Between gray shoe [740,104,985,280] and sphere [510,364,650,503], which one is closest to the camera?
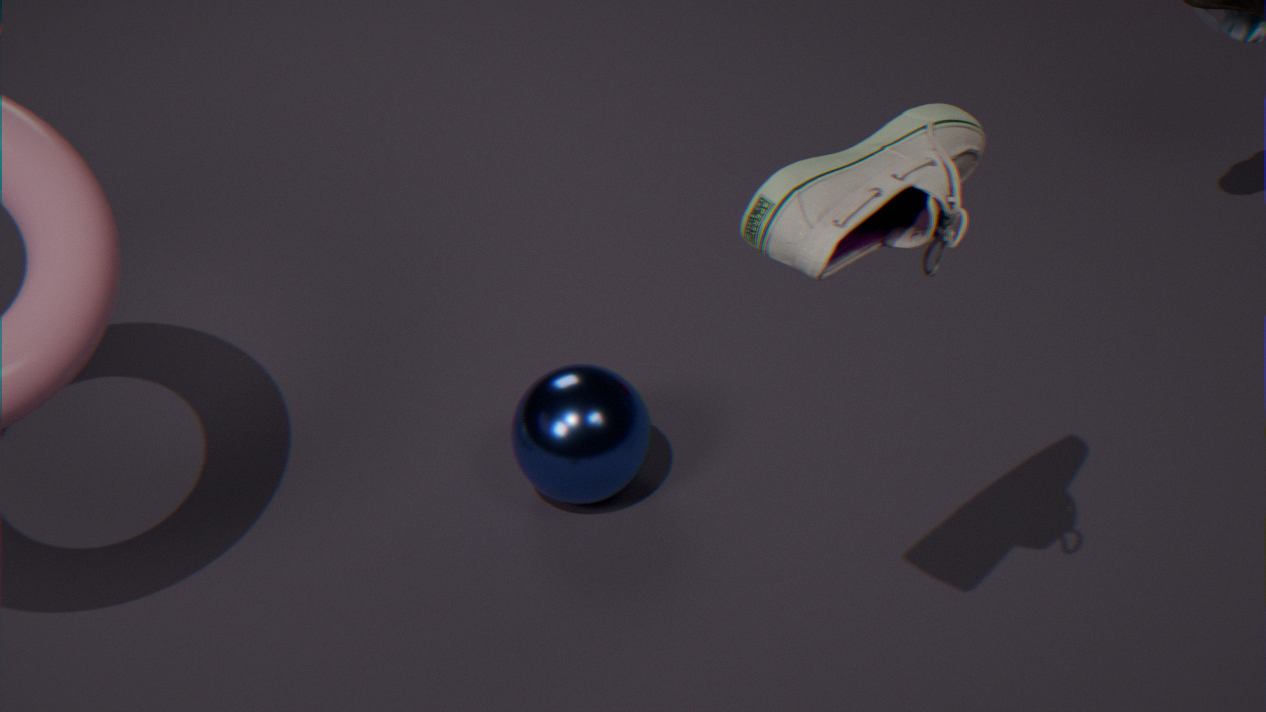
gray shoe [740,104,985,280]
